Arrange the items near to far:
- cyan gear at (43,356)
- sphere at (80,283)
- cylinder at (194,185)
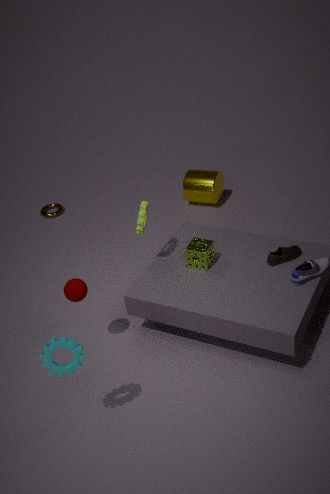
cyan gear at (43,356) → sphere at (80,283) → cylinder at (194,185)
